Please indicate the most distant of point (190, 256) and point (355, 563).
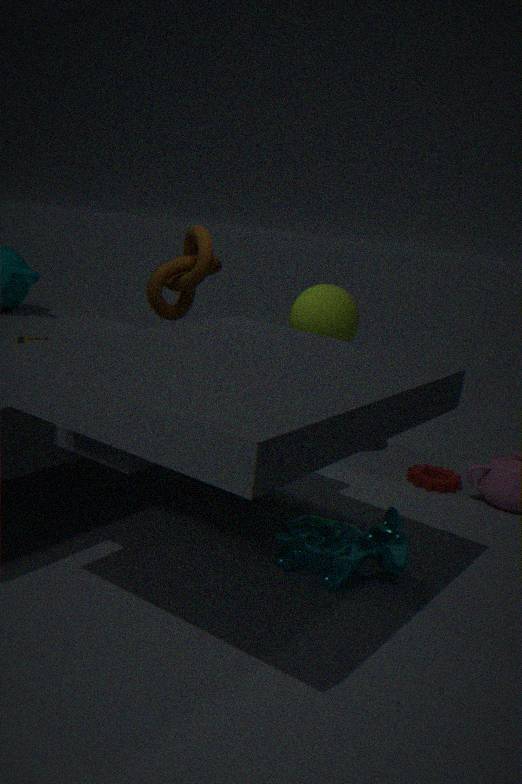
point (190, 256)
